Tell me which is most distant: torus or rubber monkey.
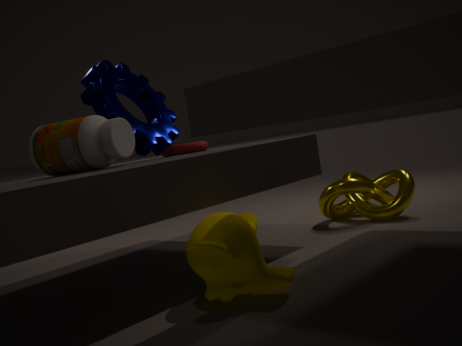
torus
